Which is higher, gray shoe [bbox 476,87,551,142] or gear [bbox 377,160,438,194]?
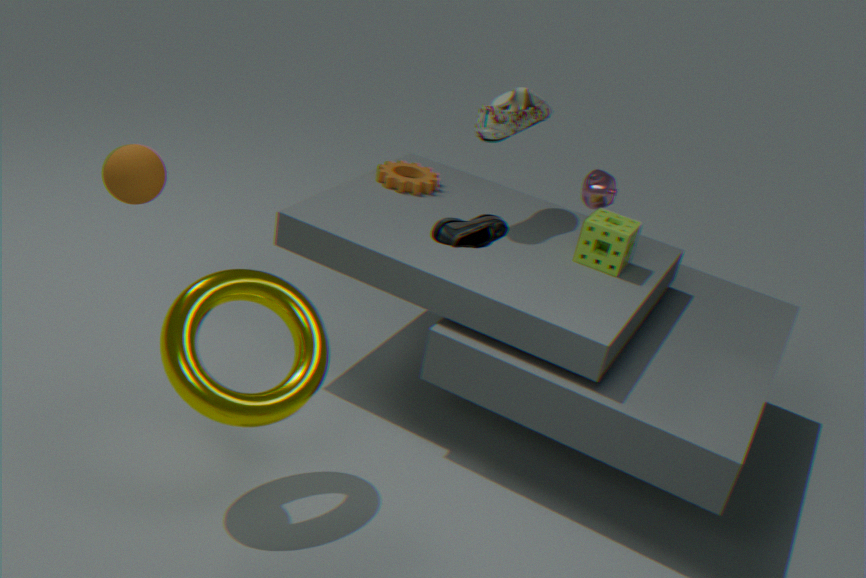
gray shoe [bbox 476,87,551,142]
